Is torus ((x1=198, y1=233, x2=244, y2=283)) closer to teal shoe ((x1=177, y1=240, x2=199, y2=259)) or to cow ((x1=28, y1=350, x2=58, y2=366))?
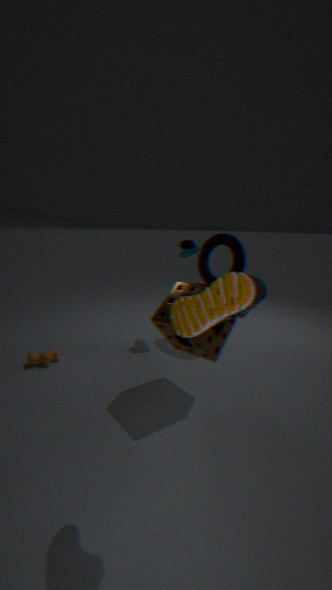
teal shoe ((x1=177, y1=240, x2=199, y2=259))
